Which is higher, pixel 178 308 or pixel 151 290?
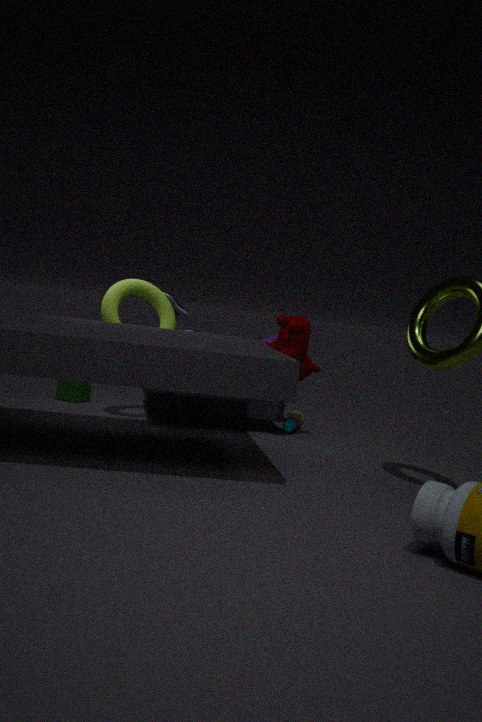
pixel 178 308
